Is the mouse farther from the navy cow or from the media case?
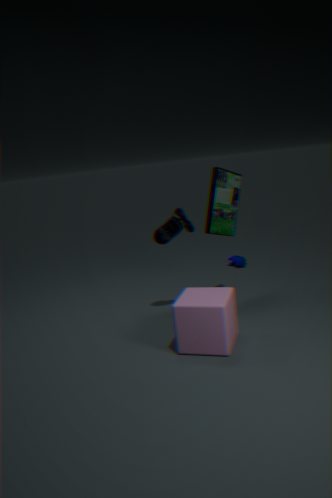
the navy cow
